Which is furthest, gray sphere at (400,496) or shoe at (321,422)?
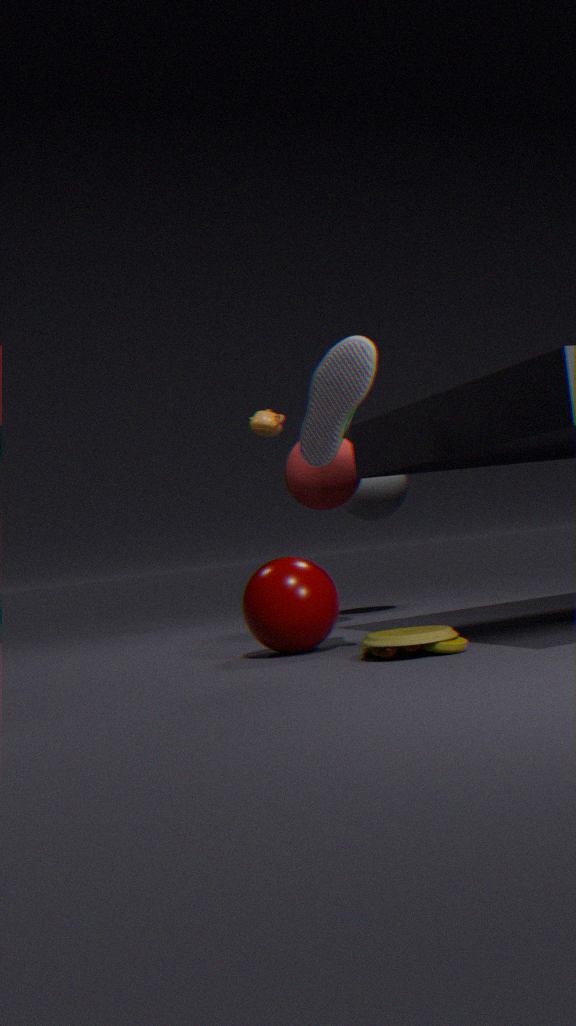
gray sphere at (400,496)
